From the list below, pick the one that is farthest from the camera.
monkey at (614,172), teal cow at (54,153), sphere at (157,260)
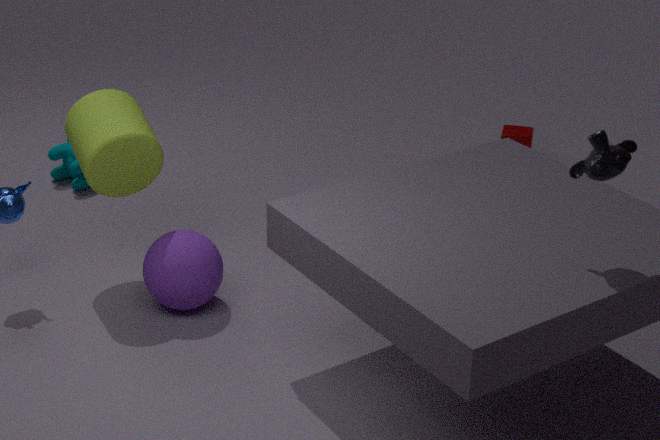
teal cow at (54,153)
